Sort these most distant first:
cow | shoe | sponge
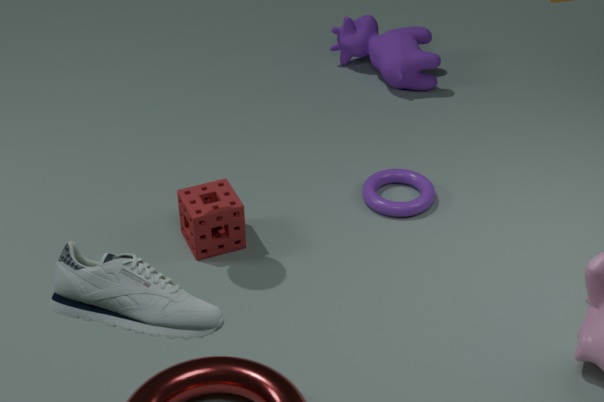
cow → sponge → shoe
